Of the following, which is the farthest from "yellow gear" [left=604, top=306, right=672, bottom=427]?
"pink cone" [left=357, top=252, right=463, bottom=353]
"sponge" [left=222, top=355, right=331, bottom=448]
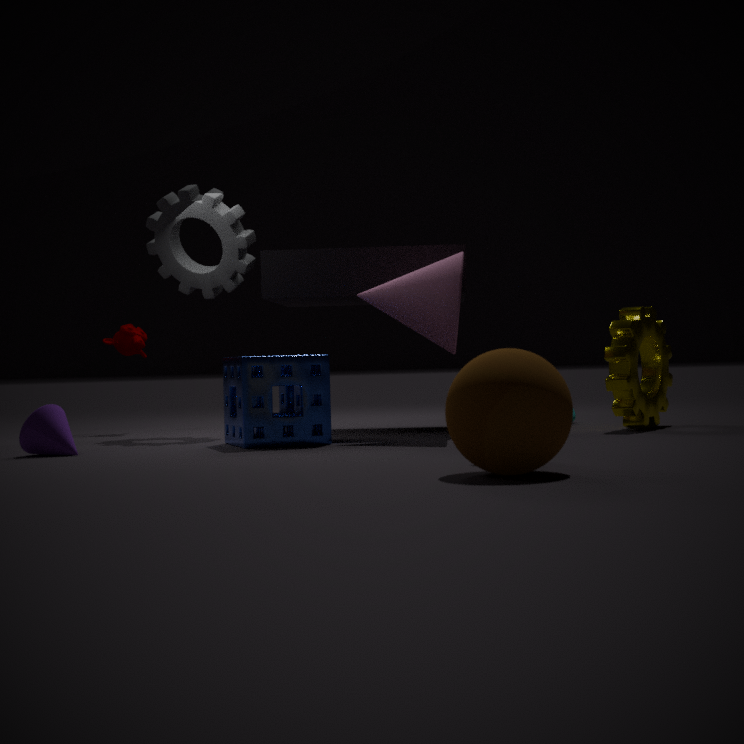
"sponge" [left=222, top=355, right=331, bottom=448]
